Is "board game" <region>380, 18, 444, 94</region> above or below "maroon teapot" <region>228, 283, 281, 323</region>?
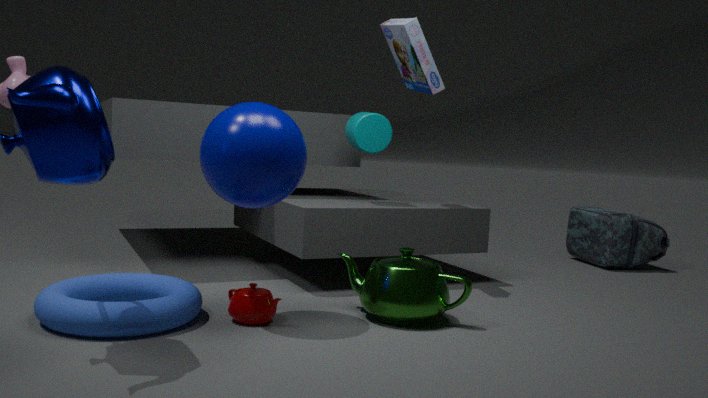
above
